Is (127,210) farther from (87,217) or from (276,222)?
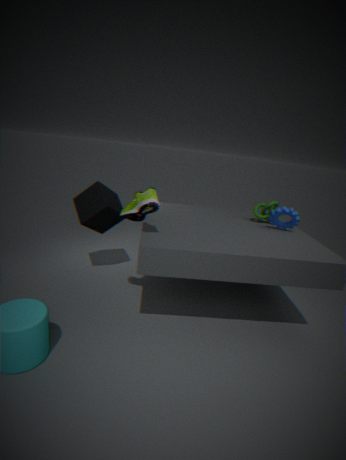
(276,222)
